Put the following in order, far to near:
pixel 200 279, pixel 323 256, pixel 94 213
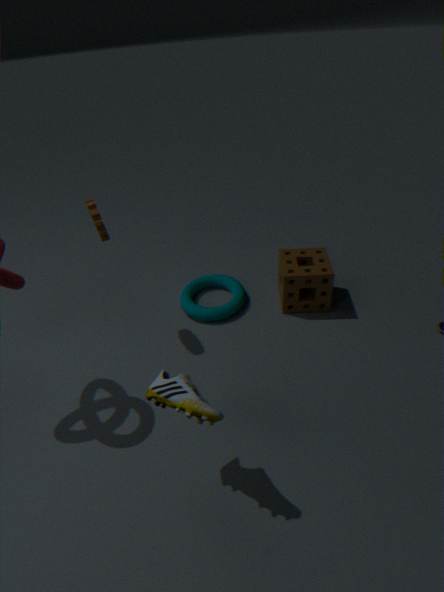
pixel 200 279
pixel 323 256
pixel 94 213
